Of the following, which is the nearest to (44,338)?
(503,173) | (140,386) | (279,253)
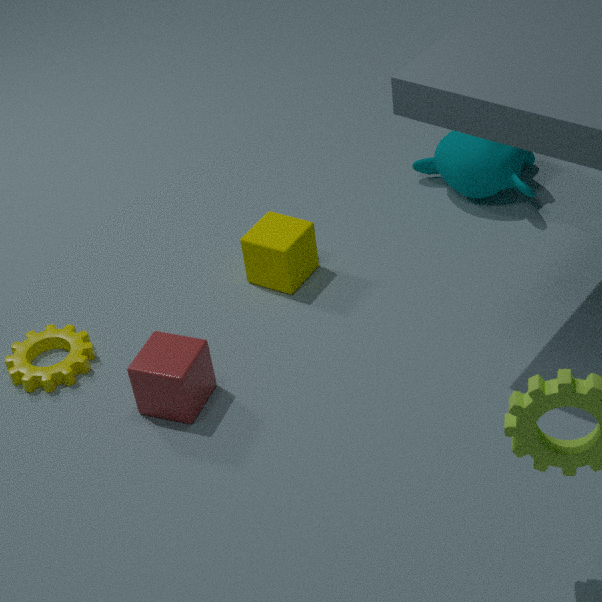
(140,386)
